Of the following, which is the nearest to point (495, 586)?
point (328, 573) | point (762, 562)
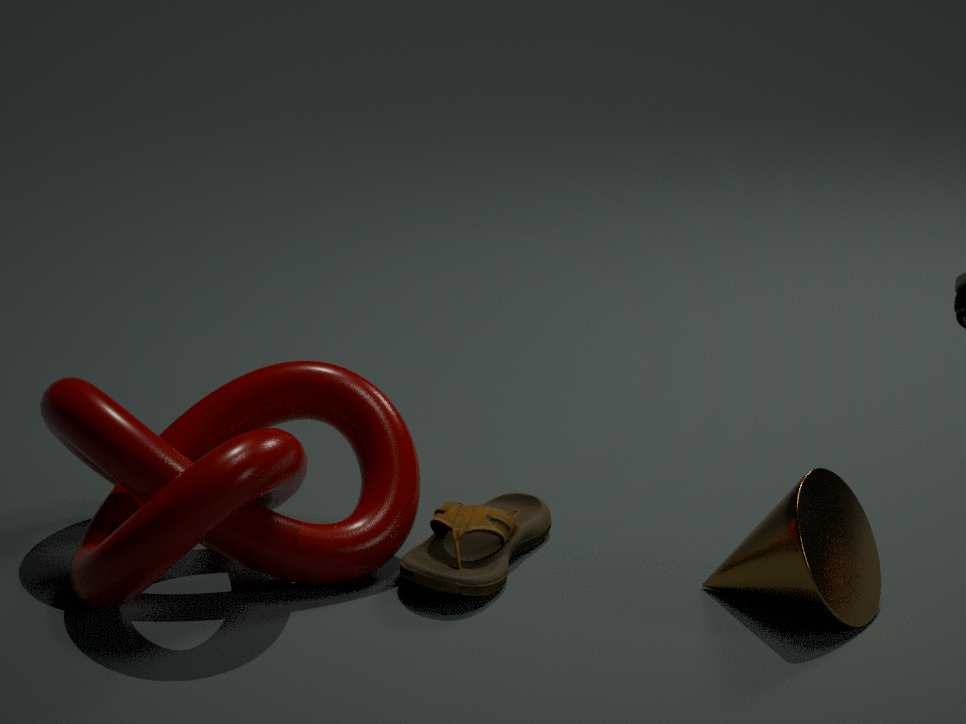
point (328, 573)
